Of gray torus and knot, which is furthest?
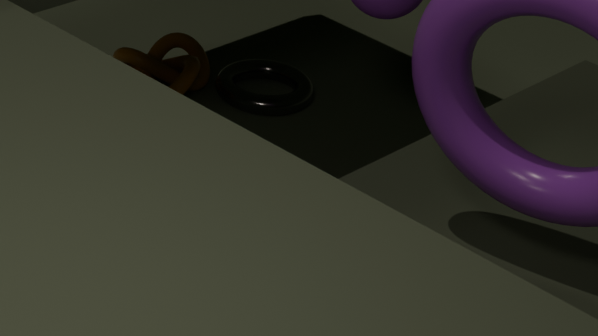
gray torus
